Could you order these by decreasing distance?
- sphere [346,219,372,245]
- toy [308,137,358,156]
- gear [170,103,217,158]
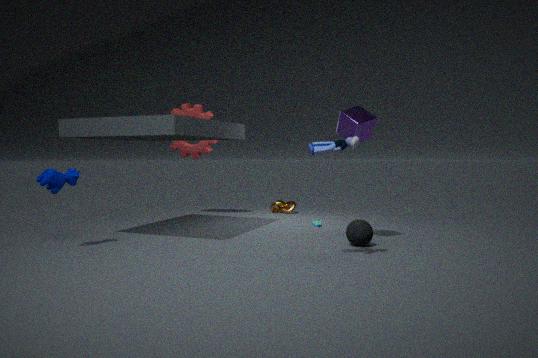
1. gear [170,103,217,158]
2. sphere [346,219,372,245]
3. toy [308,137,358,156]
